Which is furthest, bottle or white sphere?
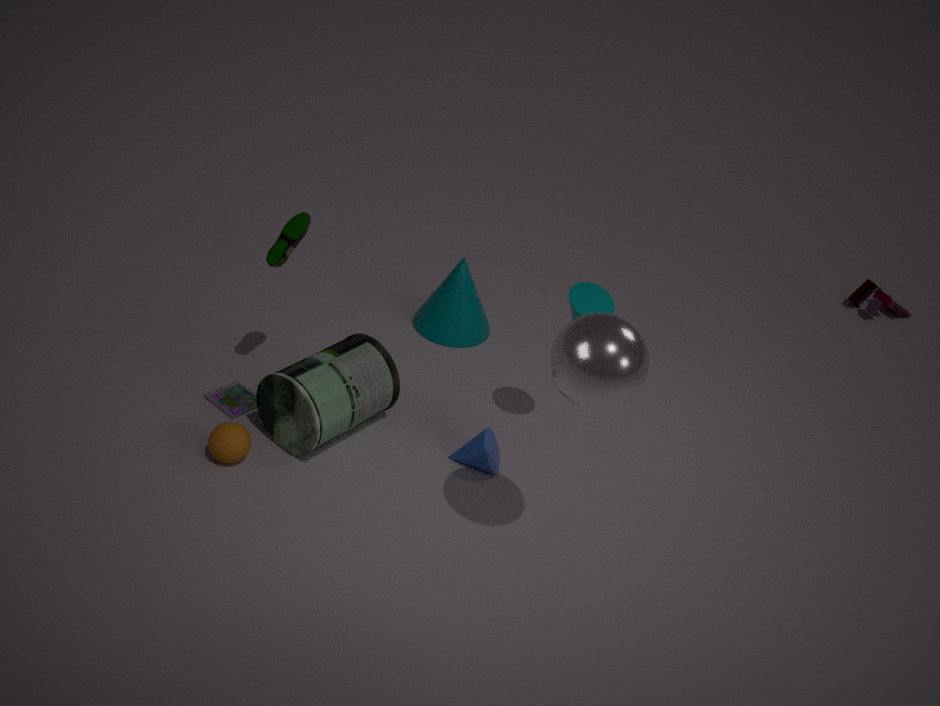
bottle
